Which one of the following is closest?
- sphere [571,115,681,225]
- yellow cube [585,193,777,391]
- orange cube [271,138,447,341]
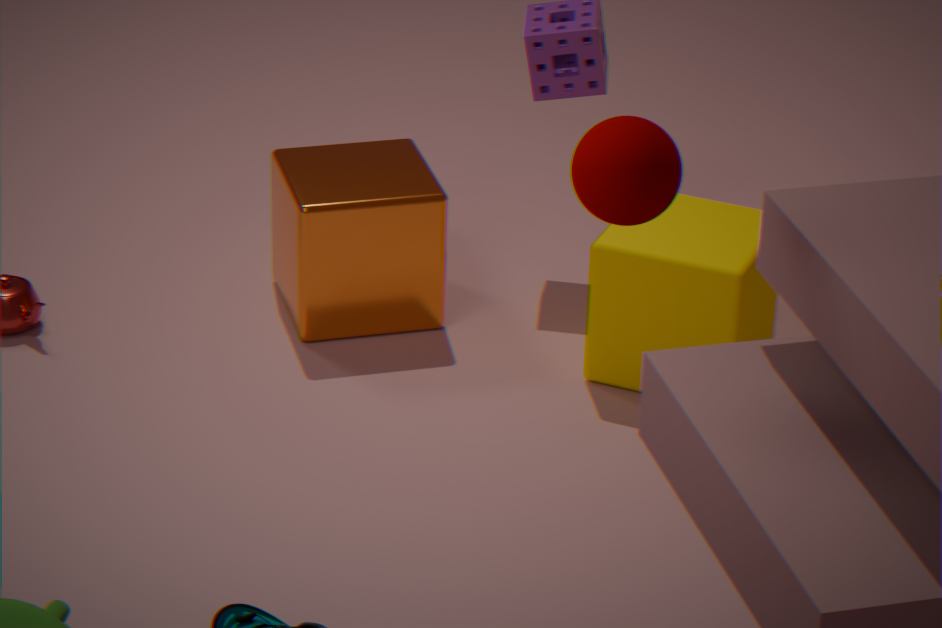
sphere [571,115,681,225]
